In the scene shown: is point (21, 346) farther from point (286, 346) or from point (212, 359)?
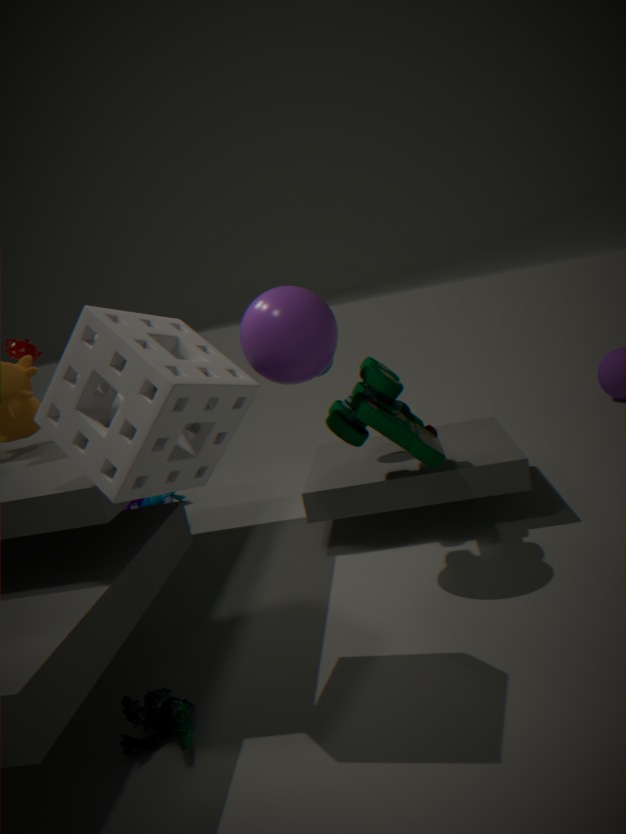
point (212, 359)
